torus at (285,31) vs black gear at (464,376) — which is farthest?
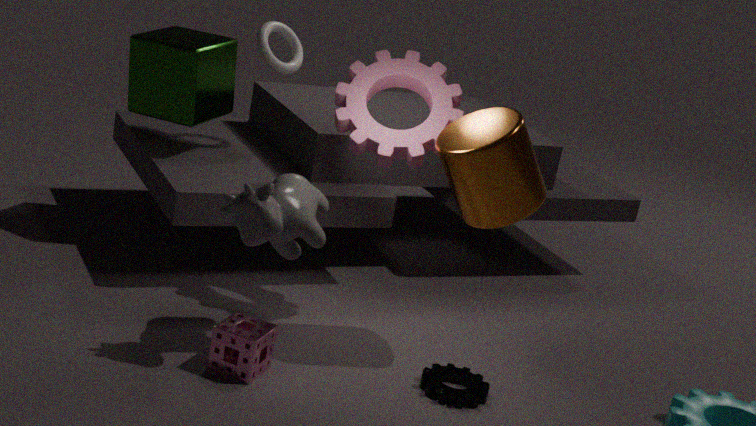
torus at (285,31)
